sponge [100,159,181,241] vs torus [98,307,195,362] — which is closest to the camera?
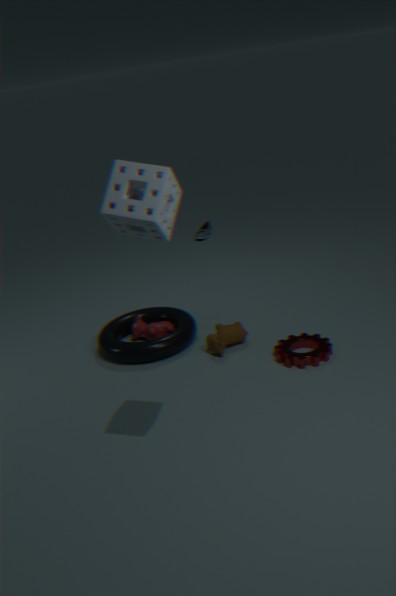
sponge [100,159,181,241]
